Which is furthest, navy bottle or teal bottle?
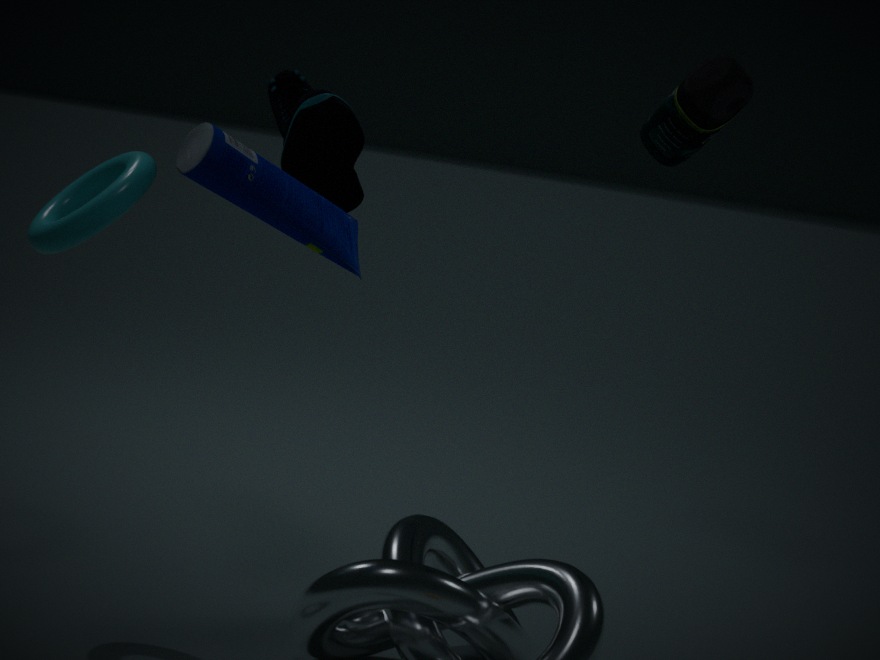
teal bottle
